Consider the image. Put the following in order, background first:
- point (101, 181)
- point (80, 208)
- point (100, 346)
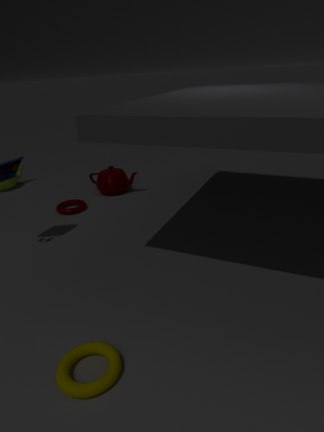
point (101, 181) → point (80, 208) → point (100, 346)
